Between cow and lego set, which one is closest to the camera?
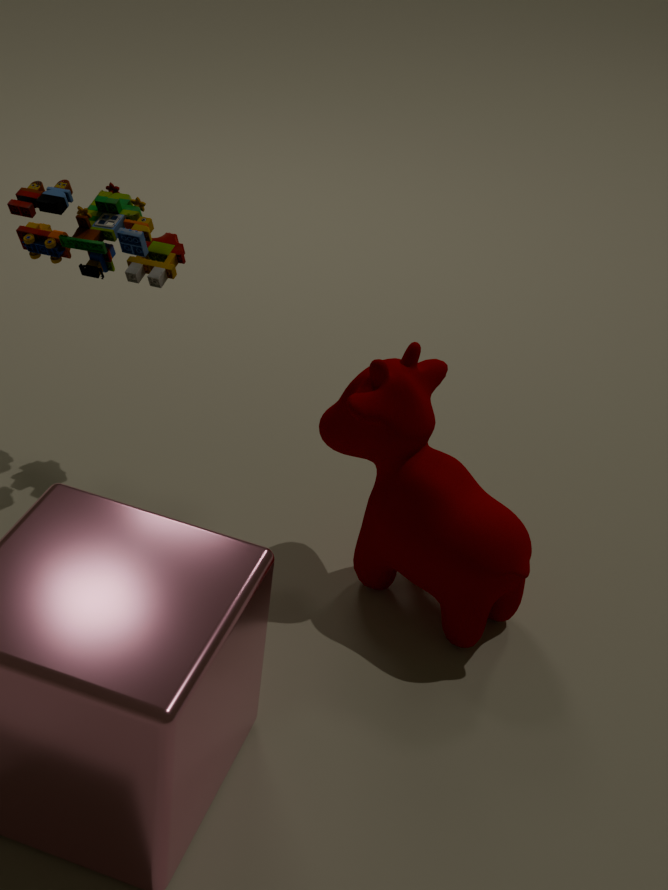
cow
